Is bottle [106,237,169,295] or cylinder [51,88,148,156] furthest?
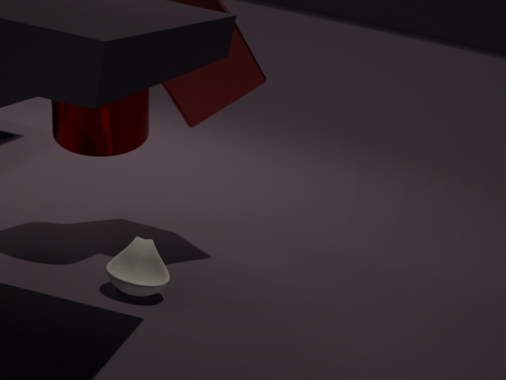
cylinder [51,88,148,156]
